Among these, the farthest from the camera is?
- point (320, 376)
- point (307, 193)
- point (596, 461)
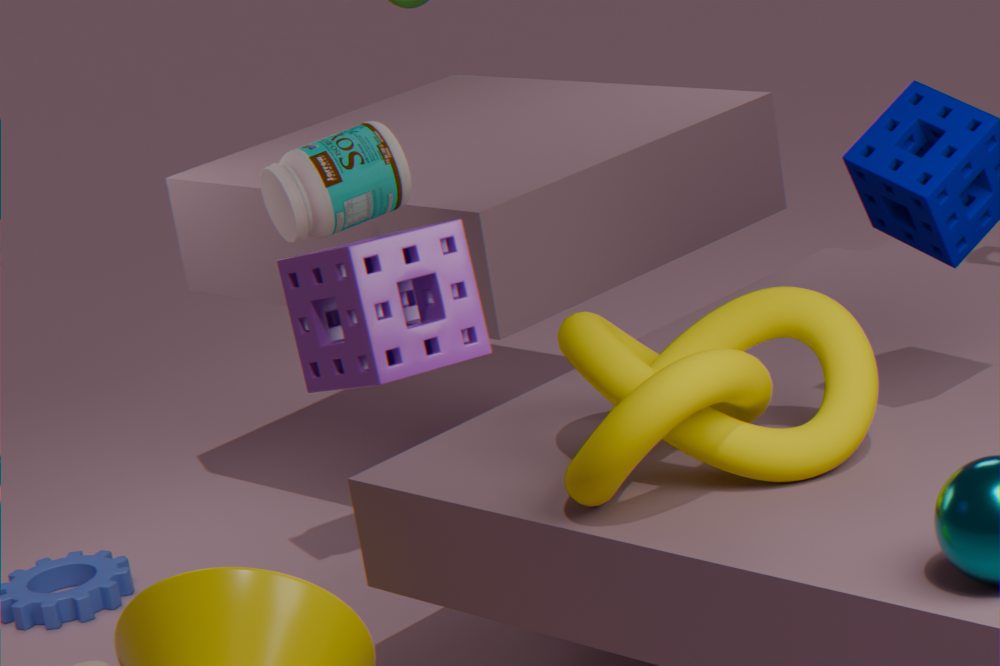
point (307, 193)
